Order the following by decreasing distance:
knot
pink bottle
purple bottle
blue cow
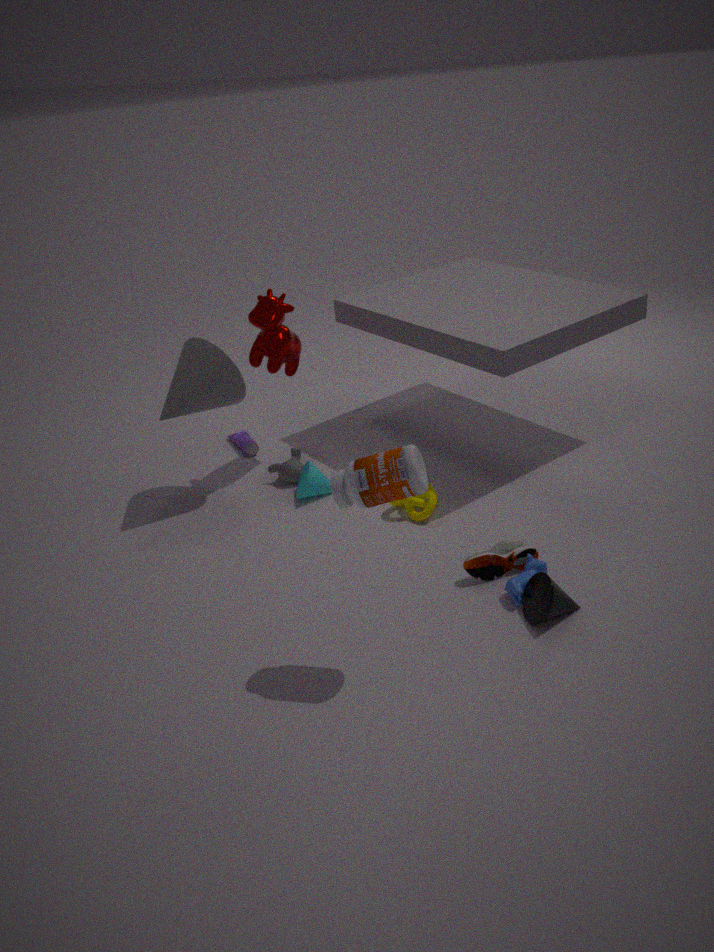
purple bottle, knot, blue cow, pink bottle
